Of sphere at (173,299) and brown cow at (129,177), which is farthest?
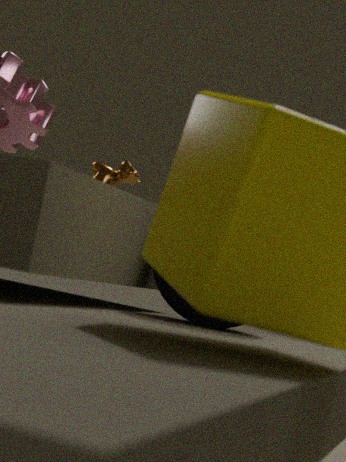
brown cow at (129,177)
